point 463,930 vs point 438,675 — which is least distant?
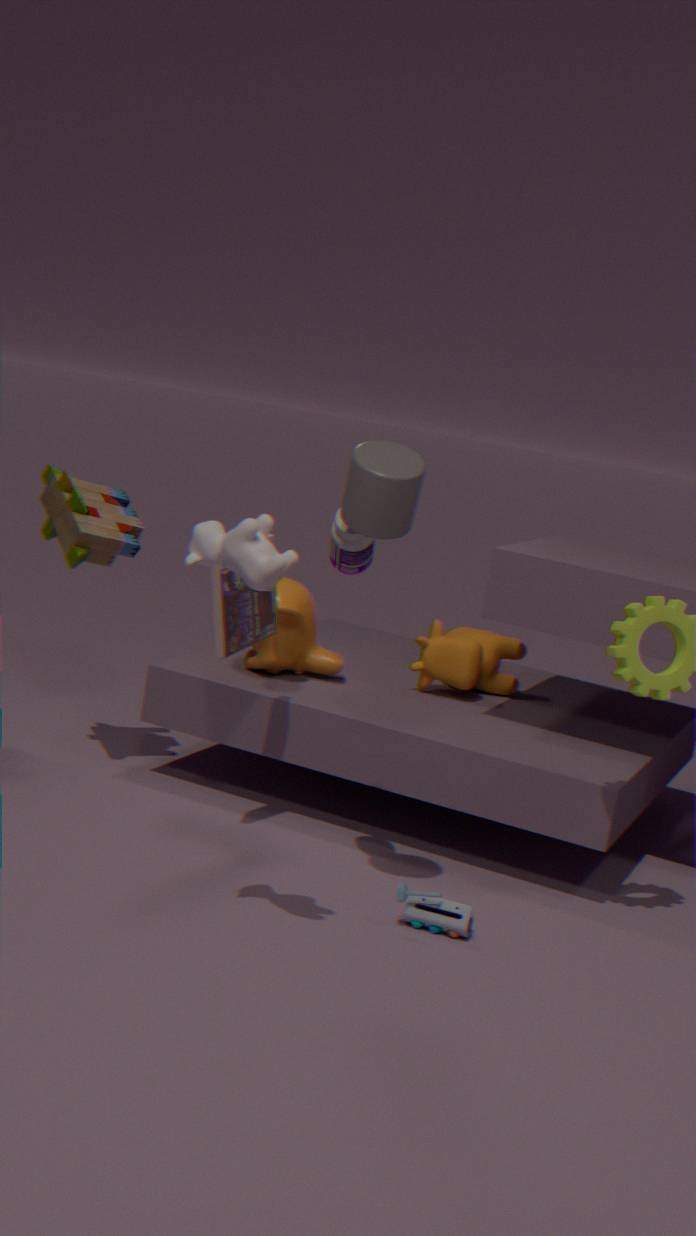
point 463,930
